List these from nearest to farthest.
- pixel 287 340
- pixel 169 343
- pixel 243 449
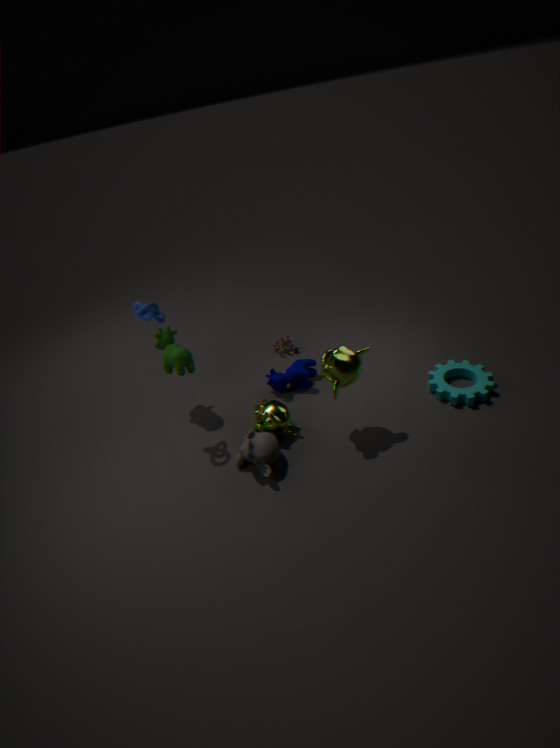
pixel 243 449 < pixel 169 343 < pixel 287 340
